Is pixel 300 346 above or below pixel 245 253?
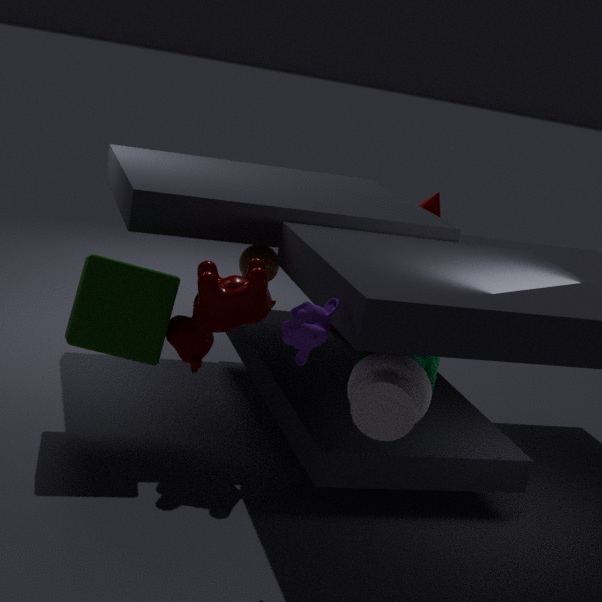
above
